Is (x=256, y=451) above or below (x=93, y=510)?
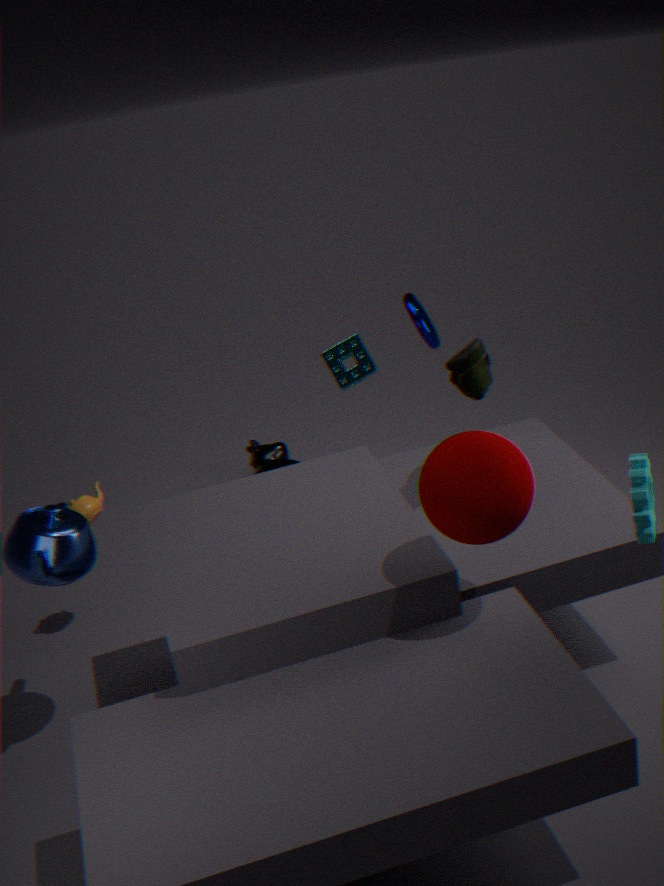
below
